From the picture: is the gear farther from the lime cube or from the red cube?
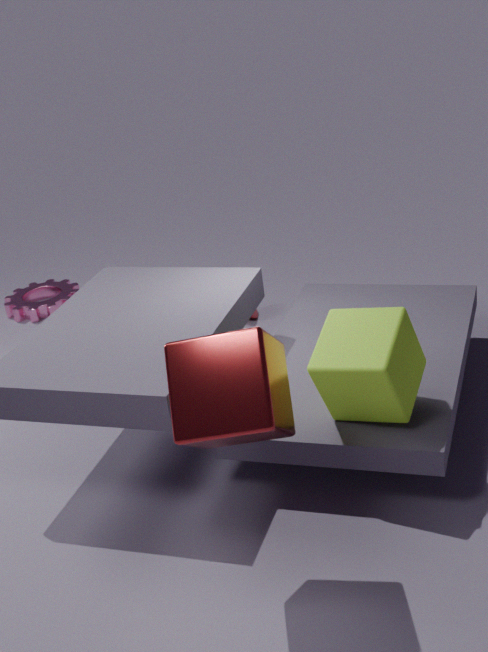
the red cube
